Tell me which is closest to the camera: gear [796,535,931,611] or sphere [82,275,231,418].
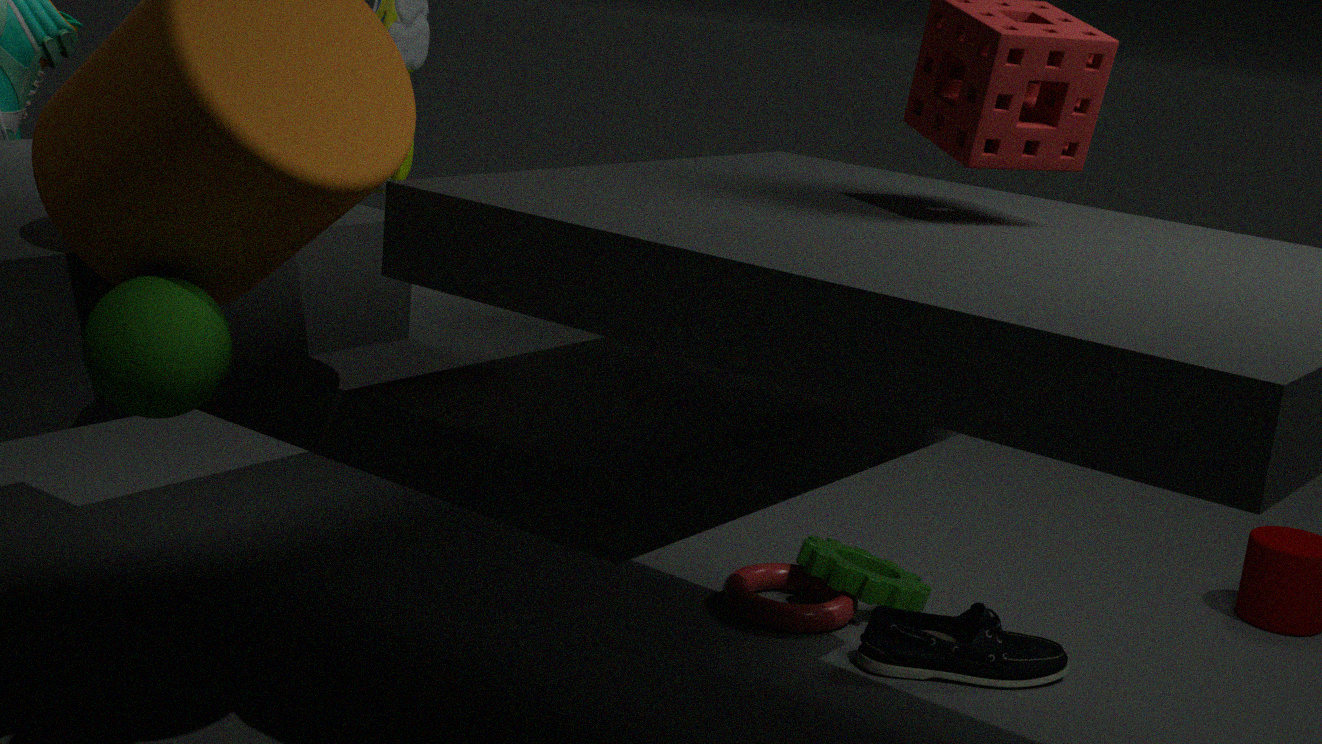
sphere [82,275,231,418]
